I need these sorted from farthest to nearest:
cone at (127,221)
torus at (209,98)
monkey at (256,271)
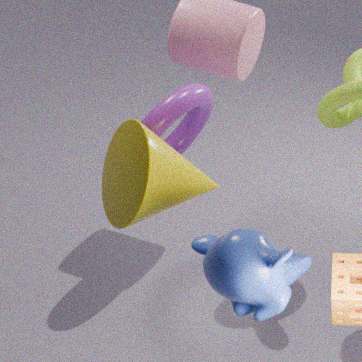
torus at (209,98) < cone at (127,221) < monkey at (256,271)
